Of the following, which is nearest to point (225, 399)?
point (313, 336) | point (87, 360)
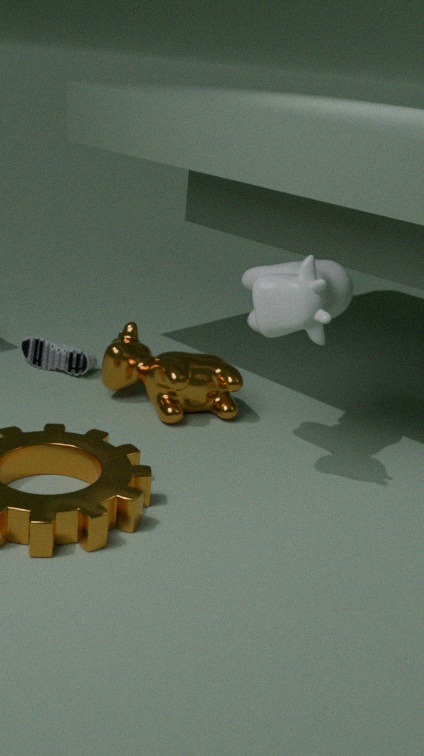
point (87, 360)
